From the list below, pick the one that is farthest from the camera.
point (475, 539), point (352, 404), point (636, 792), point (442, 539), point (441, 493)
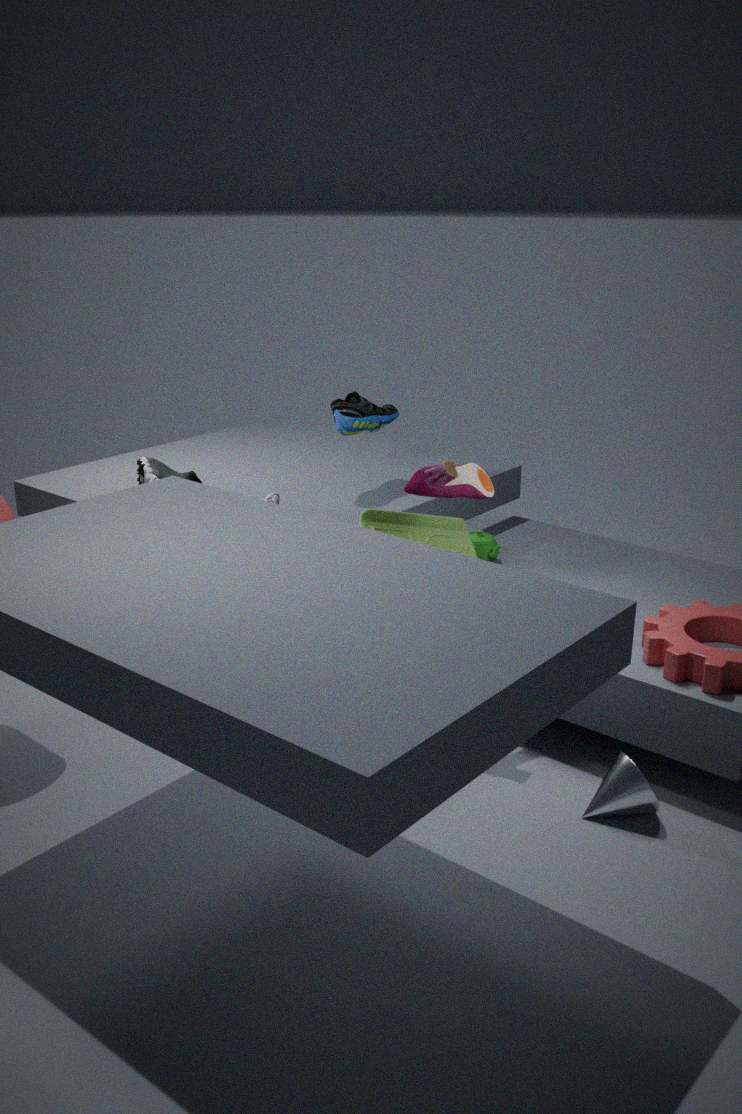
point (352, 404)
